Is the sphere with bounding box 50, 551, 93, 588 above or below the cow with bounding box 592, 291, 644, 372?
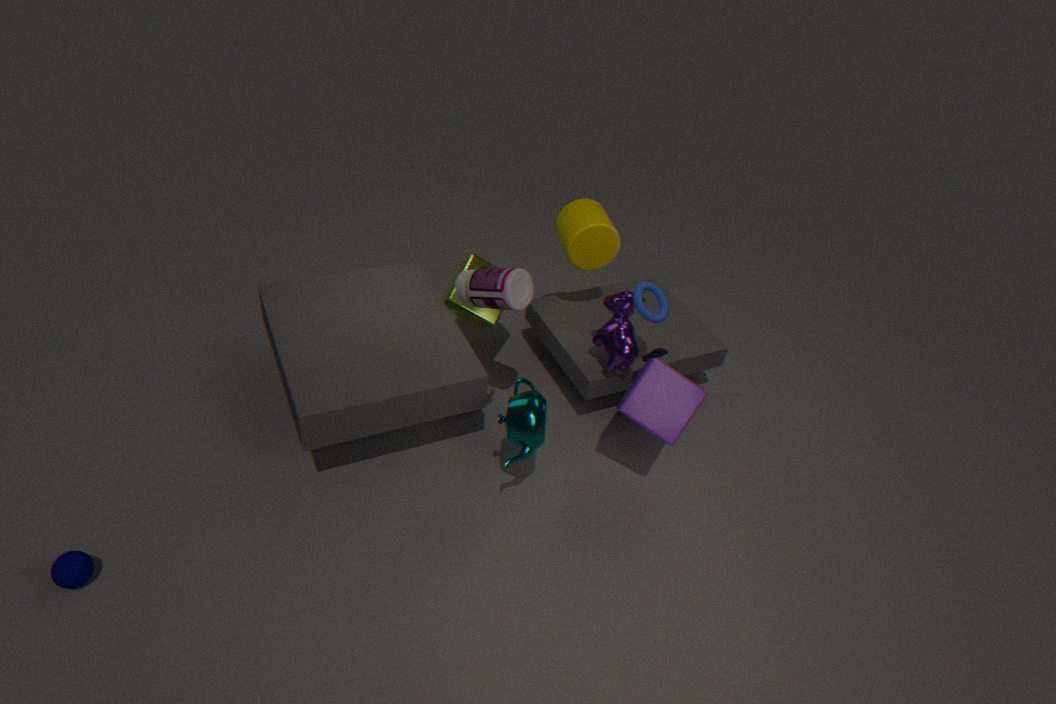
below
